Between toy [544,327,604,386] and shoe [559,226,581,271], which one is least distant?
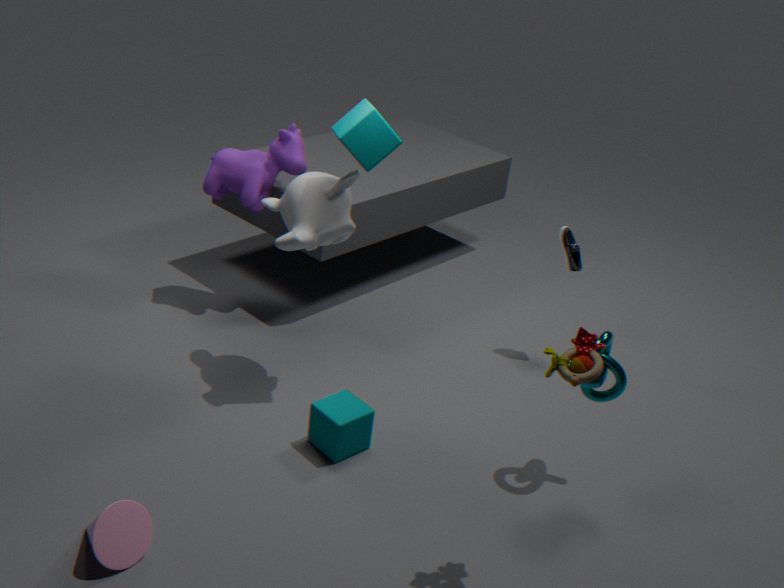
toy [544,327,604,386]
